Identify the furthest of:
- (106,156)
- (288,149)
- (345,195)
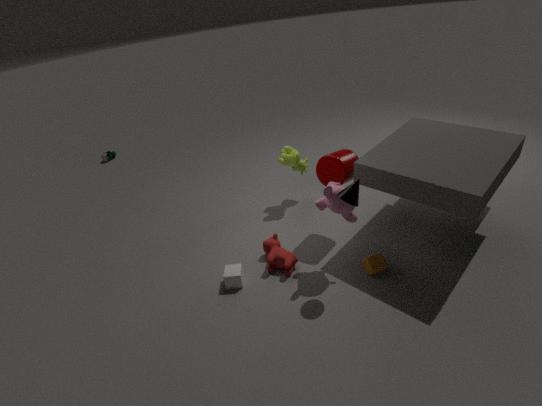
(106,156)
